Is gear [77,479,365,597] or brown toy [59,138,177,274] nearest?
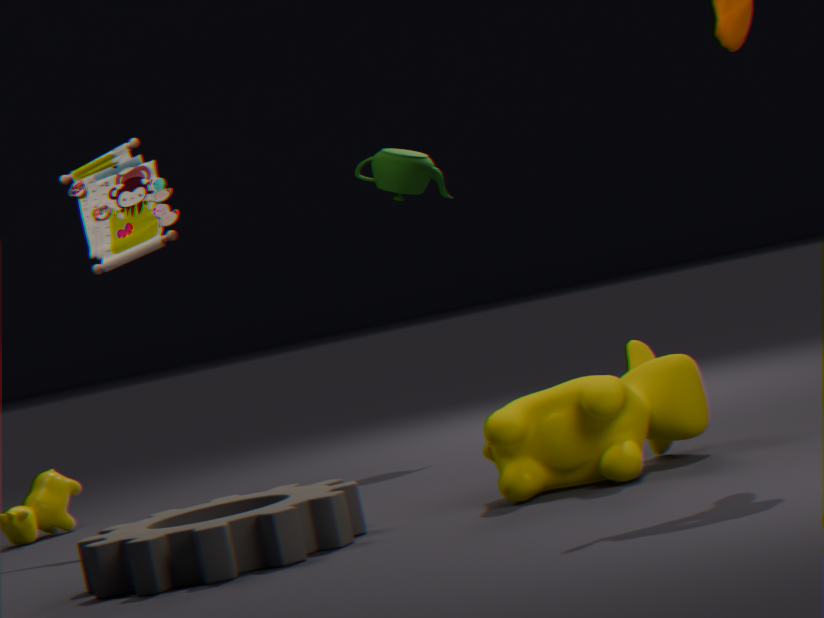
gear [77,479,365,597]
